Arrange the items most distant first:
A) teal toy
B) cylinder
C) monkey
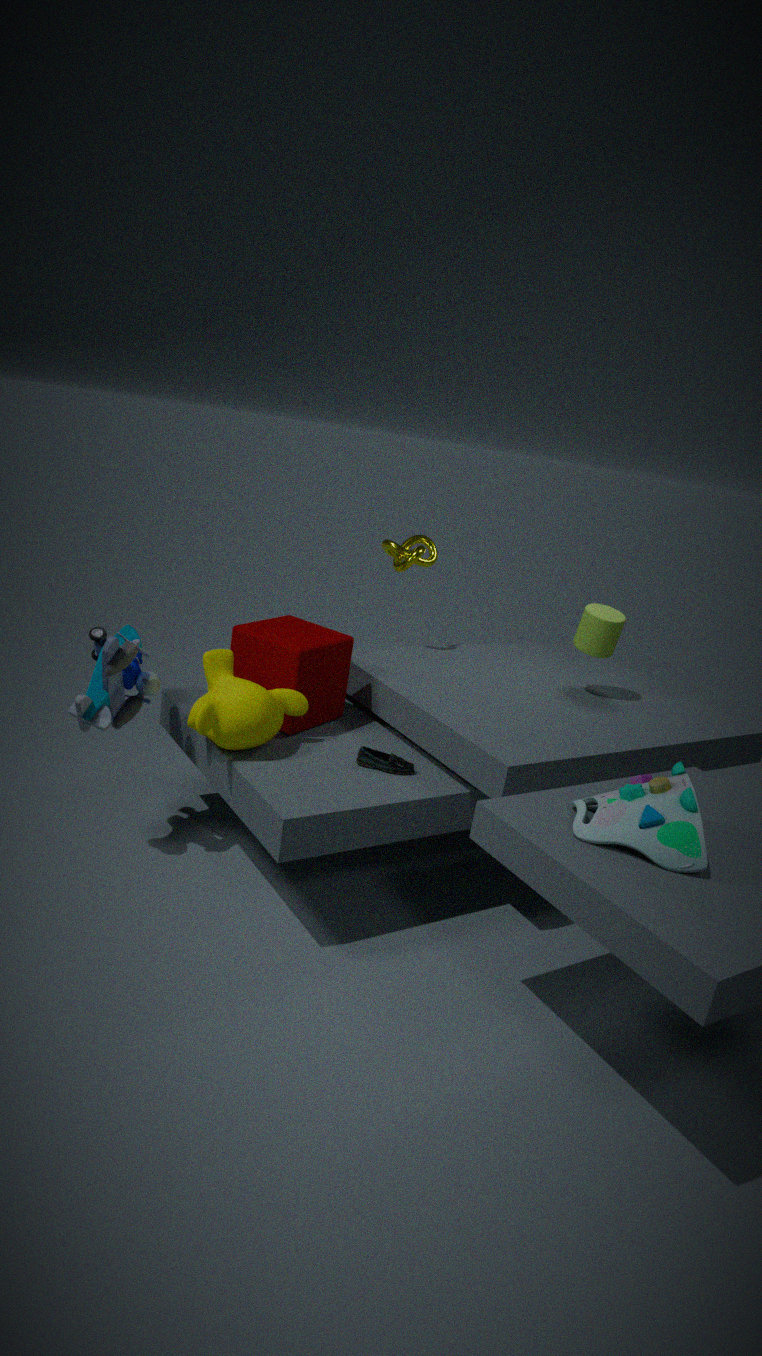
cylinder → monkey → teal toy
